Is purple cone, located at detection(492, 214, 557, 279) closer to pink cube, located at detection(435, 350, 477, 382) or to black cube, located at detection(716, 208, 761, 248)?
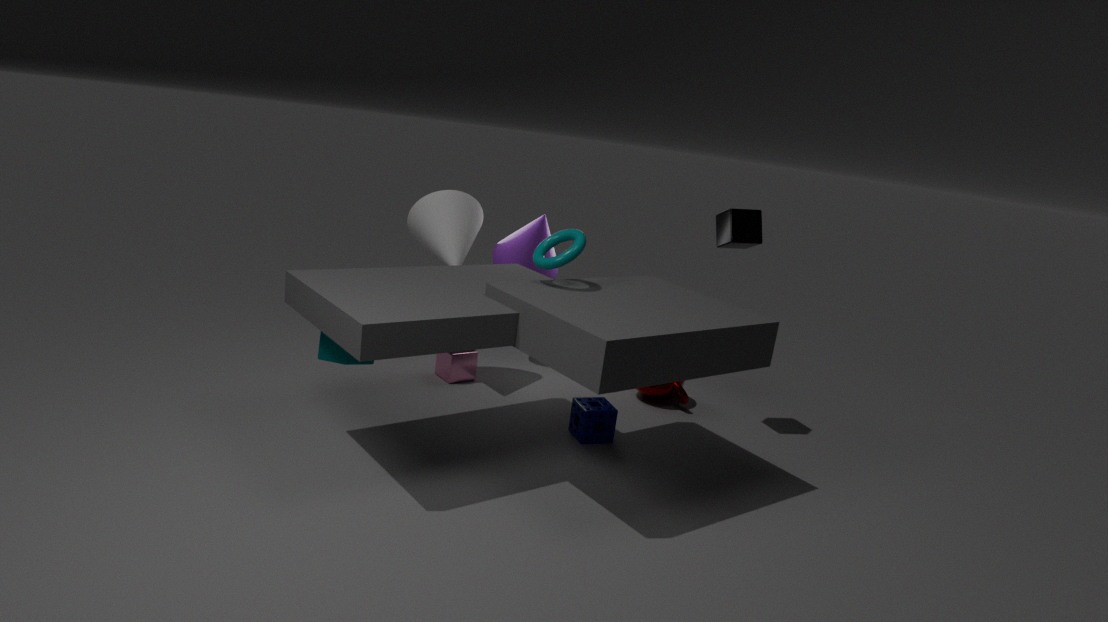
pink cube, located at detection(435, 350, 477, 382)
